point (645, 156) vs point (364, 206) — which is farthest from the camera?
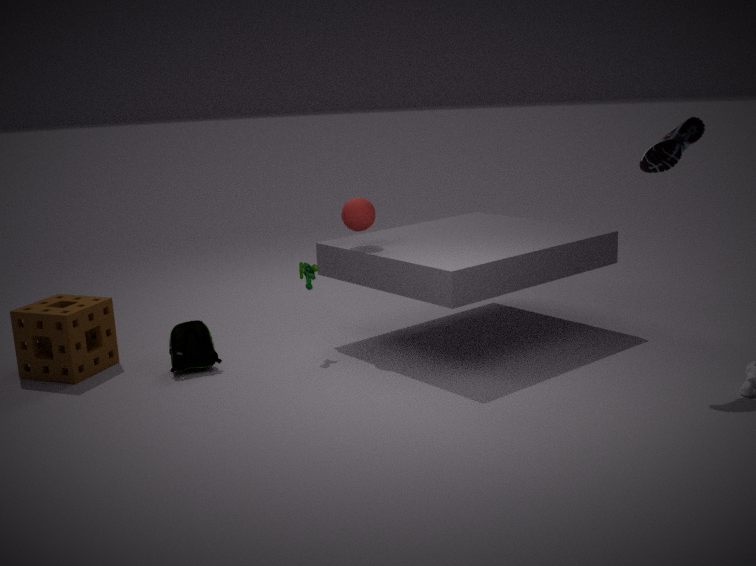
point (364, 206)
